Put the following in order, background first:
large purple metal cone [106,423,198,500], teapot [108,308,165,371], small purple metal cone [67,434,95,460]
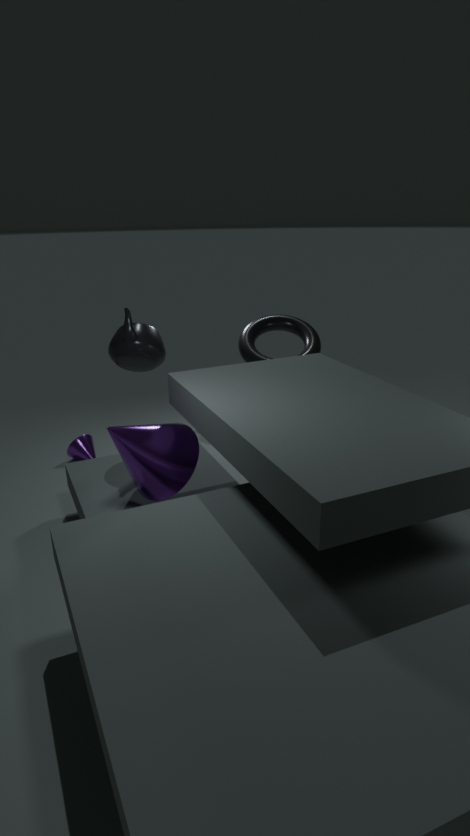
small purple metal cone [67,434,95,460], teapot [108,308,165,371], large purple metal cone [106,423,198,500]
